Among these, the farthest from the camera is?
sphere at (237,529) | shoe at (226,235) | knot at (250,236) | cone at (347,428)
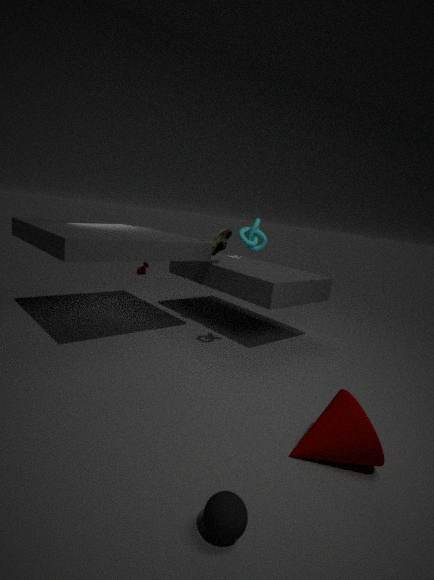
shoe at (226,235)
